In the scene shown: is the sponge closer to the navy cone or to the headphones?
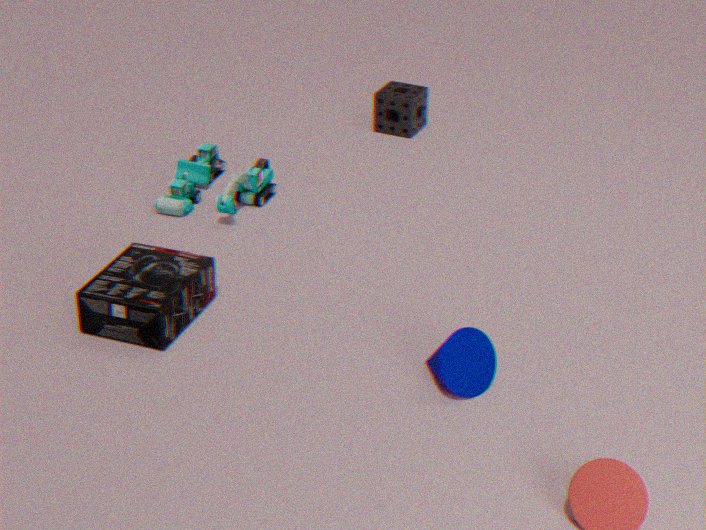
the headphones
